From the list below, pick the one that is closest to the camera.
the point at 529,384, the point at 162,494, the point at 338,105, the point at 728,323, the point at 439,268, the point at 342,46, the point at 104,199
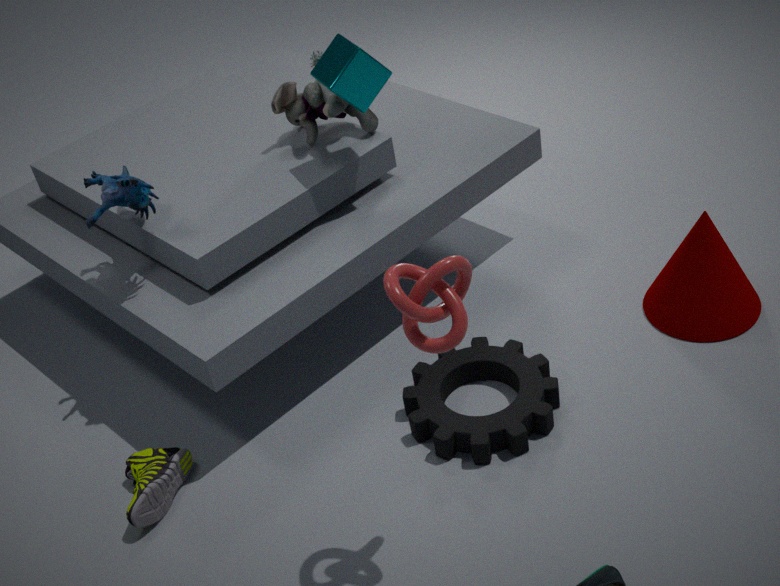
the point at 439,268
